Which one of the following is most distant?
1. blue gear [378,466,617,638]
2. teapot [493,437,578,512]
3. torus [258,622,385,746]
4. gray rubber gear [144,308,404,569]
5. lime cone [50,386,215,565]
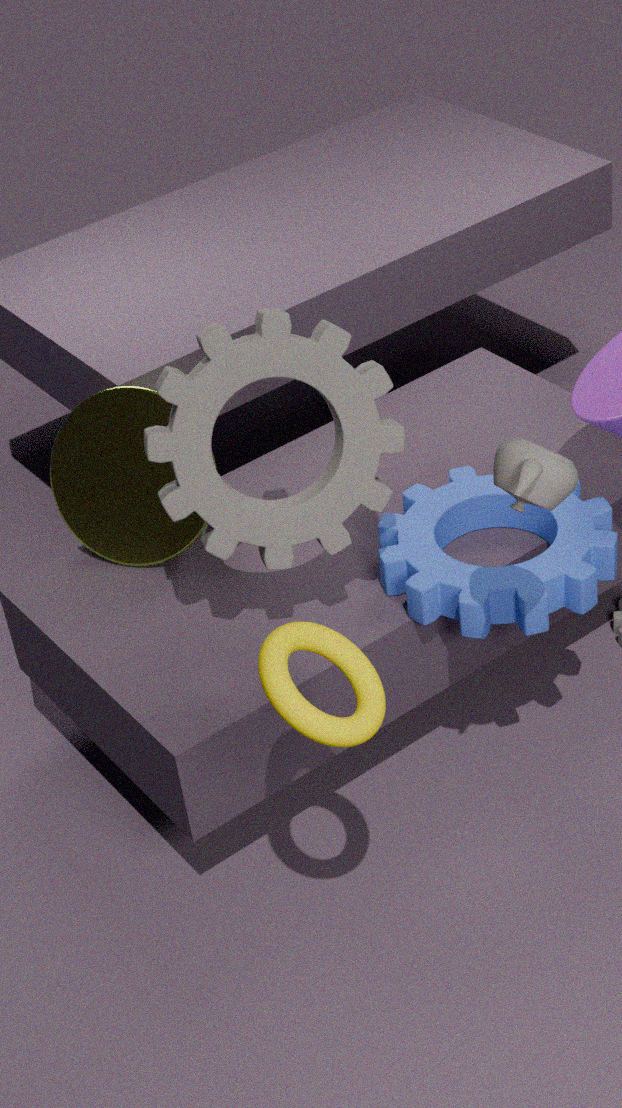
lime cone [50,386,215,565]
